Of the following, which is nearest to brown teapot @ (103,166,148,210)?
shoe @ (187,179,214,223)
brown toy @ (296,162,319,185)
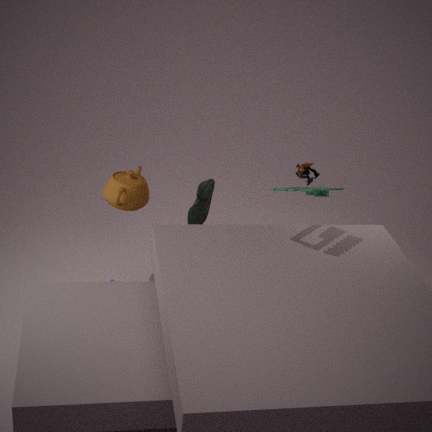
shoe @ (187,179,214,223)
